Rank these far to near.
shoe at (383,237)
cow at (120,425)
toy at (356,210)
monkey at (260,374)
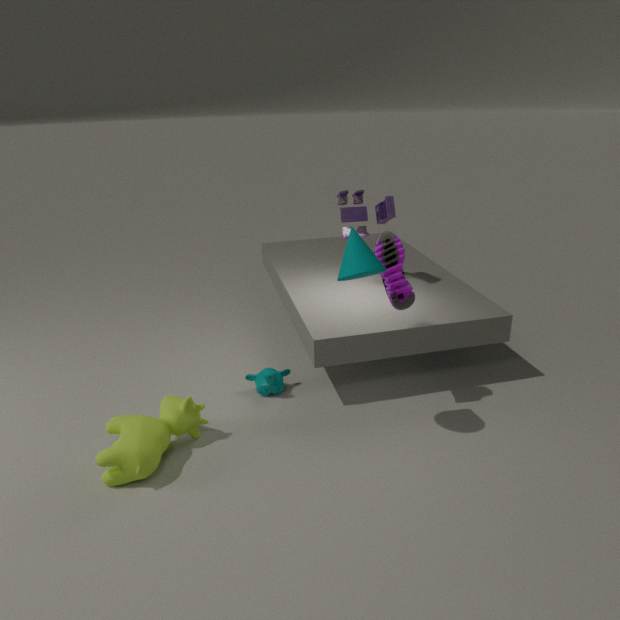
toy at (356,210) < monkey at (260,374) < shoe at (383,237) < cow at (120,425)
